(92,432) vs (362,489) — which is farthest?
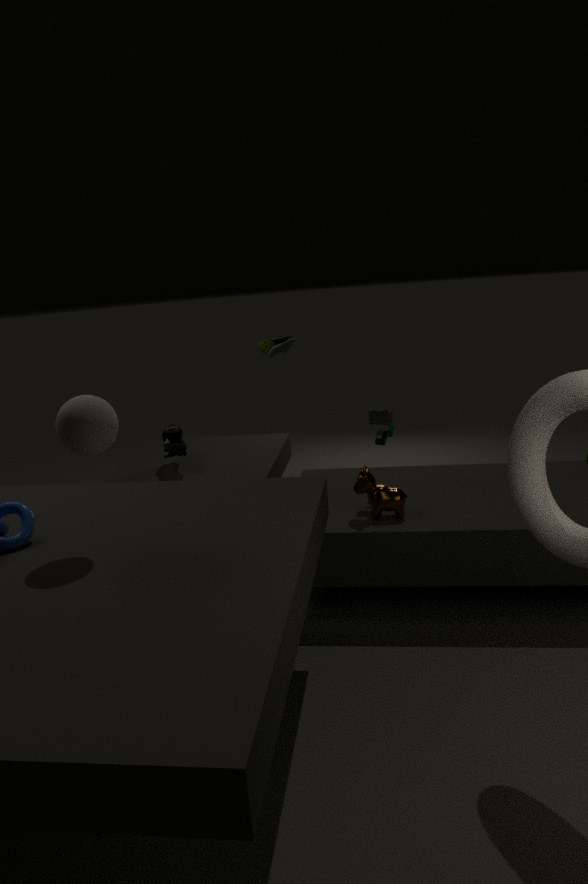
(362,489)
